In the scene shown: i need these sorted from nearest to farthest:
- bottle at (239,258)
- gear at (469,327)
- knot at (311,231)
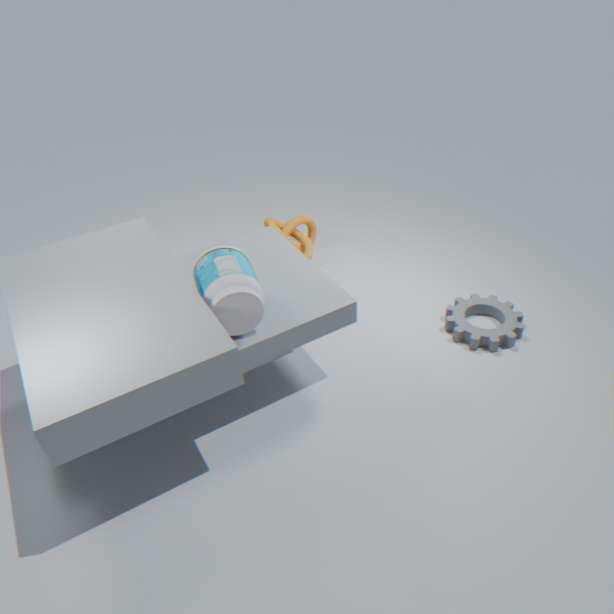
bottle at (239,258) → gear at (469,327) → knot at (311,231)
